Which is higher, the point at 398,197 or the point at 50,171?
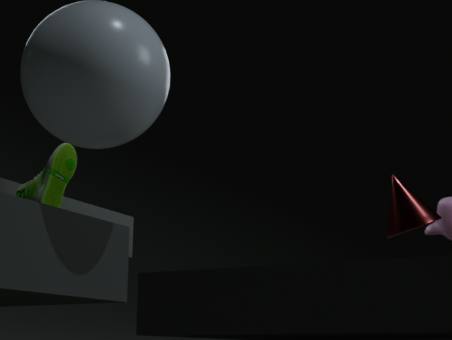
the point at 50,171
